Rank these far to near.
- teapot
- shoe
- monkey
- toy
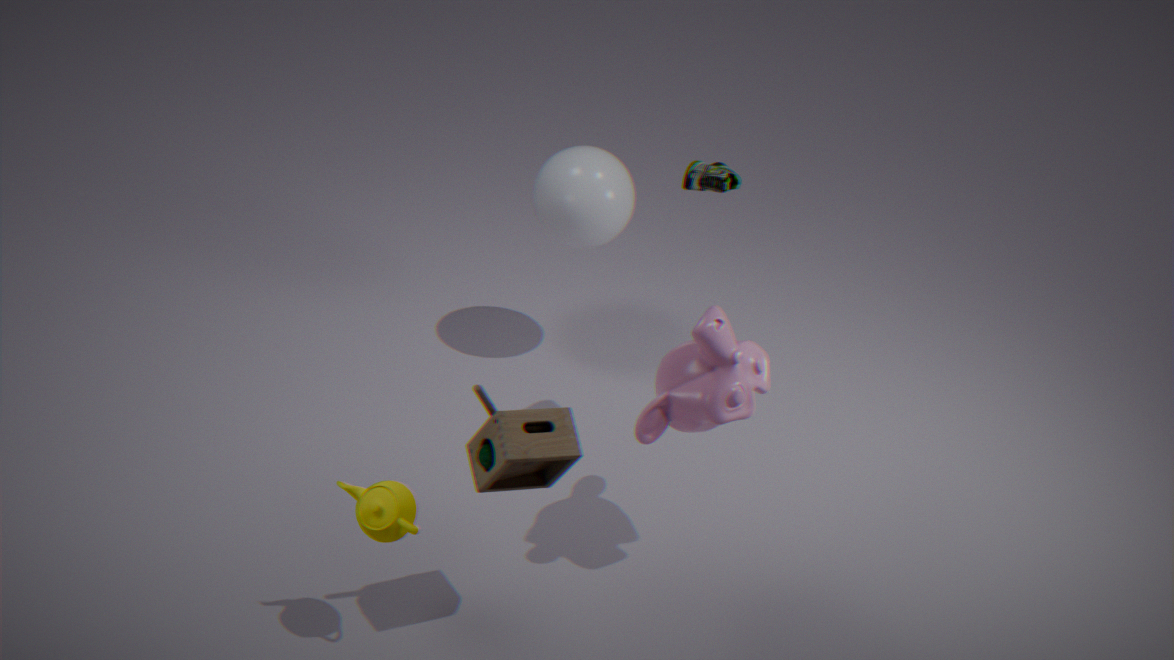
shoe
monkey
teapot
toy
